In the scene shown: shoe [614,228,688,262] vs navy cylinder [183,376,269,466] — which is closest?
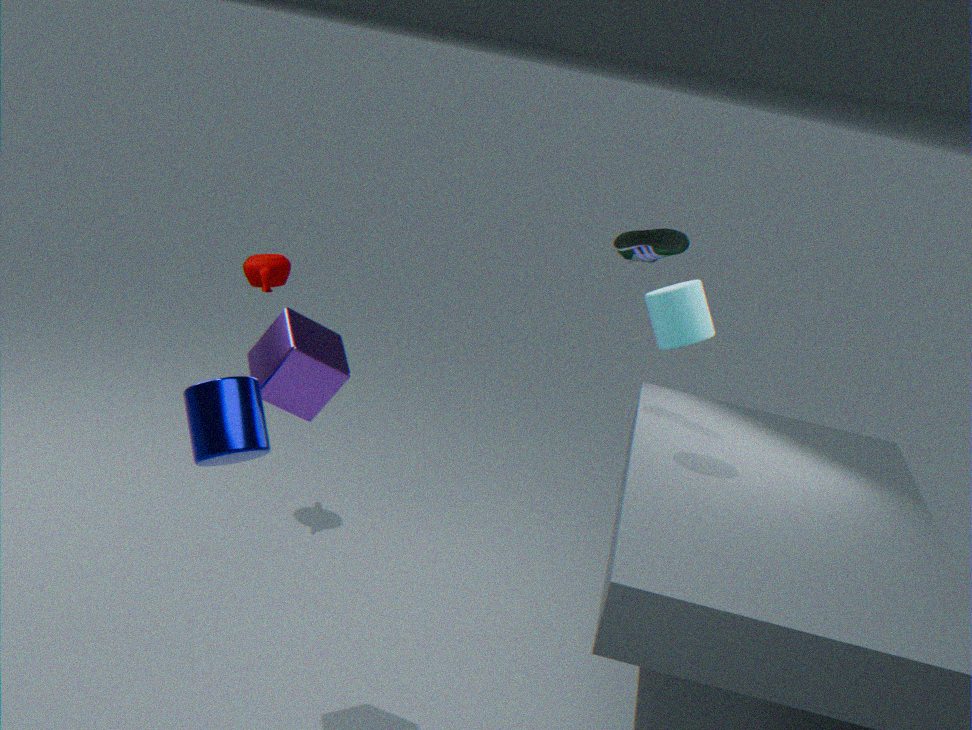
navy cylinder [183,376,269,466]
